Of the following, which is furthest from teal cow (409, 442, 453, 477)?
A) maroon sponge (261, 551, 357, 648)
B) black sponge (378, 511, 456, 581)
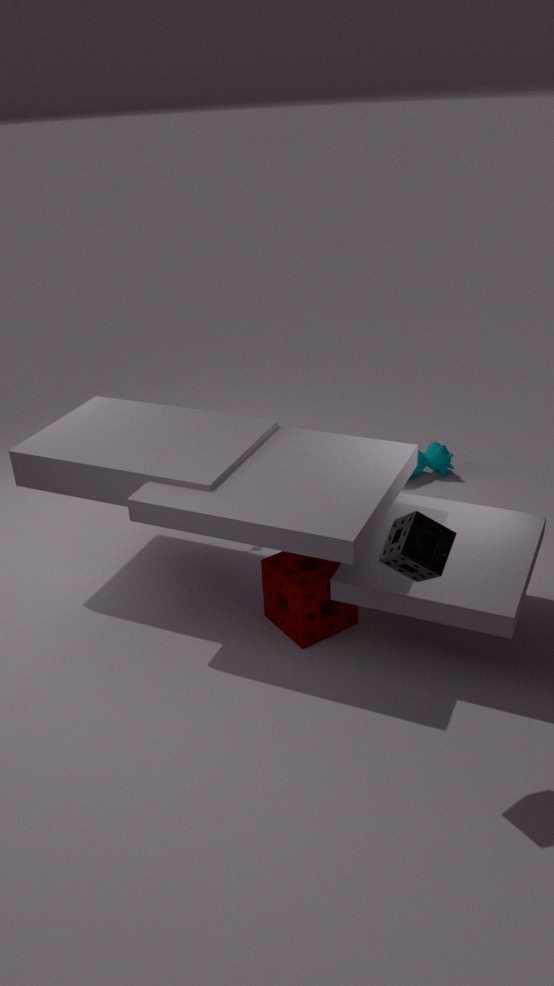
black sponge (378, 511, 456, 581)
